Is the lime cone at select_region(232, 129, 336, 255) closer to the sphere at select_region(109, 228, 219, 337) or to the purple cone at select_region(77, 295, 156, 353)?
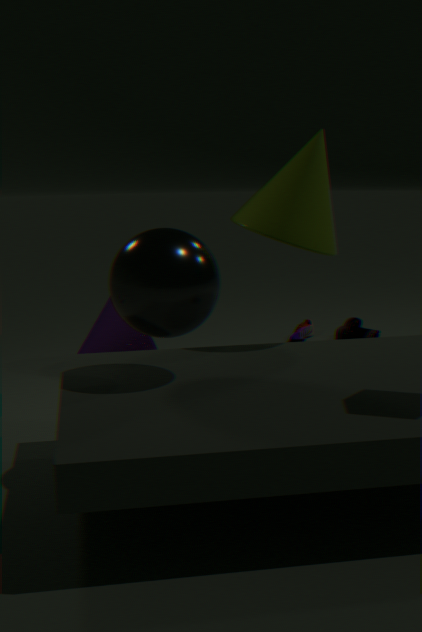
the sphere at select_region(109, 228, 219, 337)
